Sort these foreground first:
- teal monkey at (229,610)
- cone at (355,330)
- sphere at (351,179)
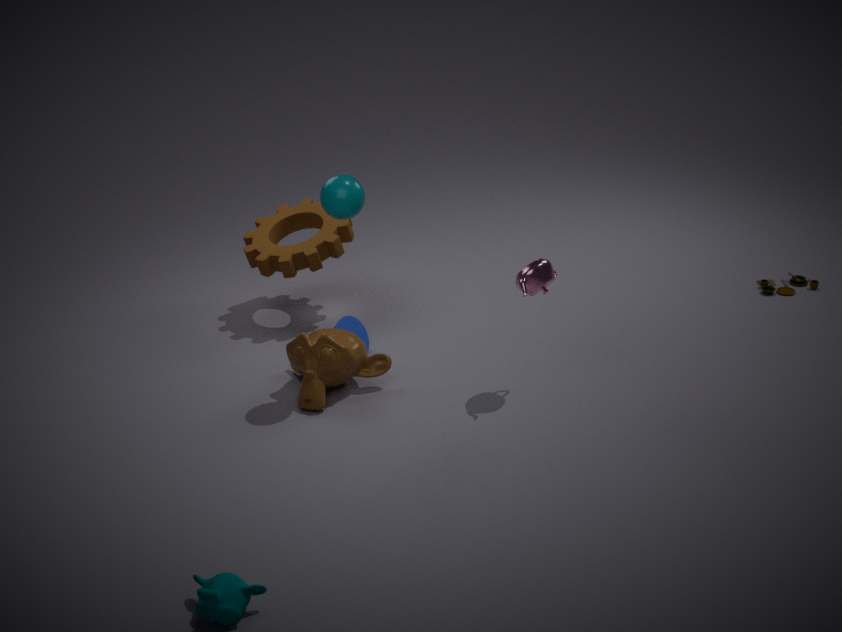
teal monkey at (229,610) → sphere at (351,179) → cone at (355,330)
